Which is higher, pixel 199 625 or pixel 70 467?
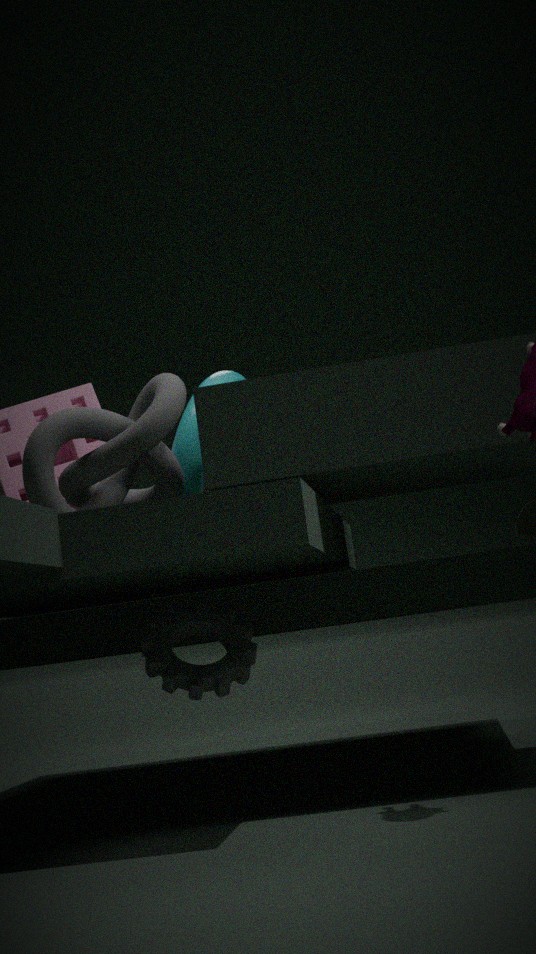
pixel 70 467
